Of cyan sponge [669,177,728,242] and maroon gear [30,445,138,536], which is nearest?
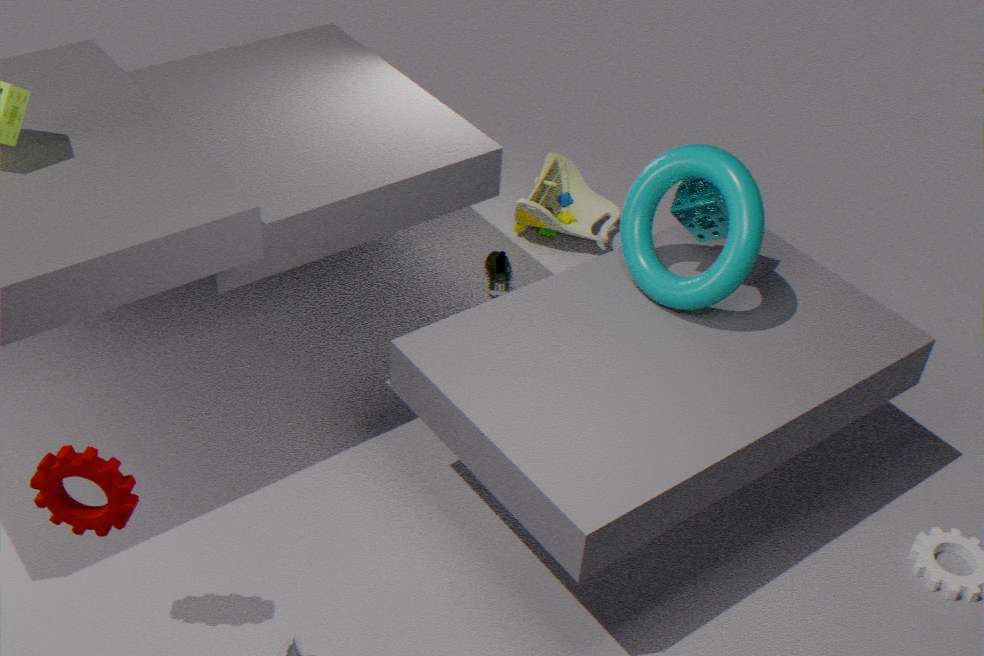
maroon gear [30,445,138,536]
